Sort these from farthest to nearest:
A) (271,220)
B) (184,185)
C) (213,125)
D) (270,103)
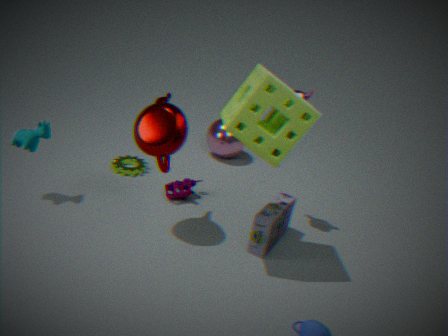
1. (213,125)
2. (184,185)
3. (271,220)
4. (270,103)
